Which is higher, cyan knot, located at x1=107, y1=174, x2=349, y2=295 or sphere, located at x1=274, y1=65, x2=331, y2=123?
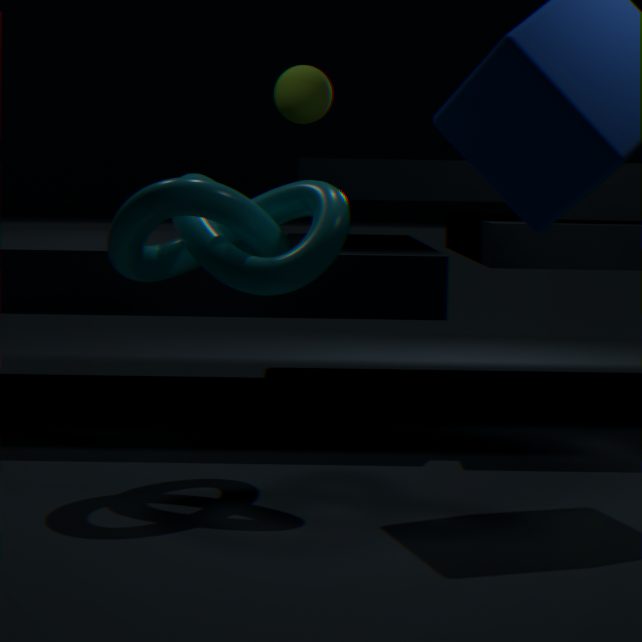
sphere, located at x1=274, y1=65, x2=331, y2=123
